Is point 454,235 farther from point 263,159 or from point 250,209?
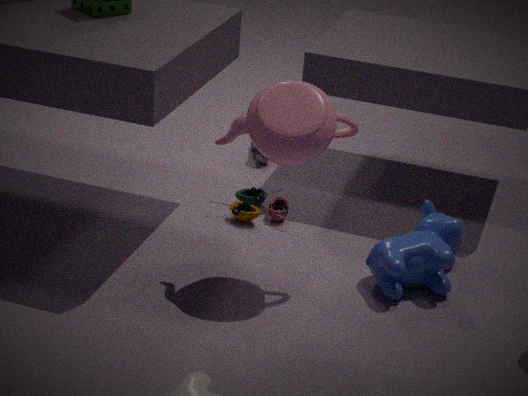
point 263,159
